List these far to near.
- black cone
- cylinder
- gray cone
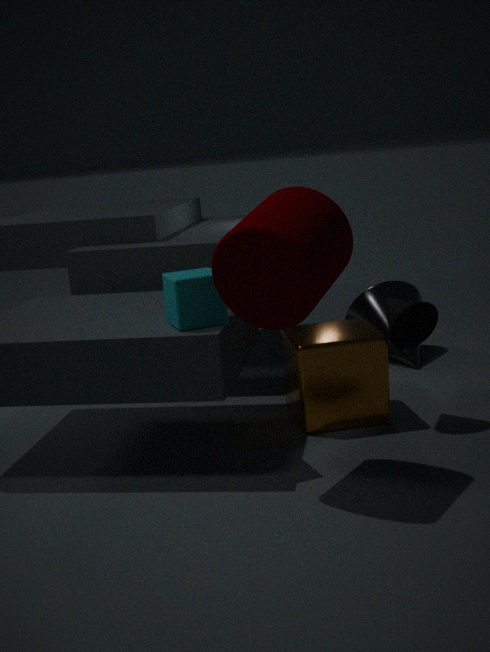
1. gray cone
2. black cone
3. cylinder
